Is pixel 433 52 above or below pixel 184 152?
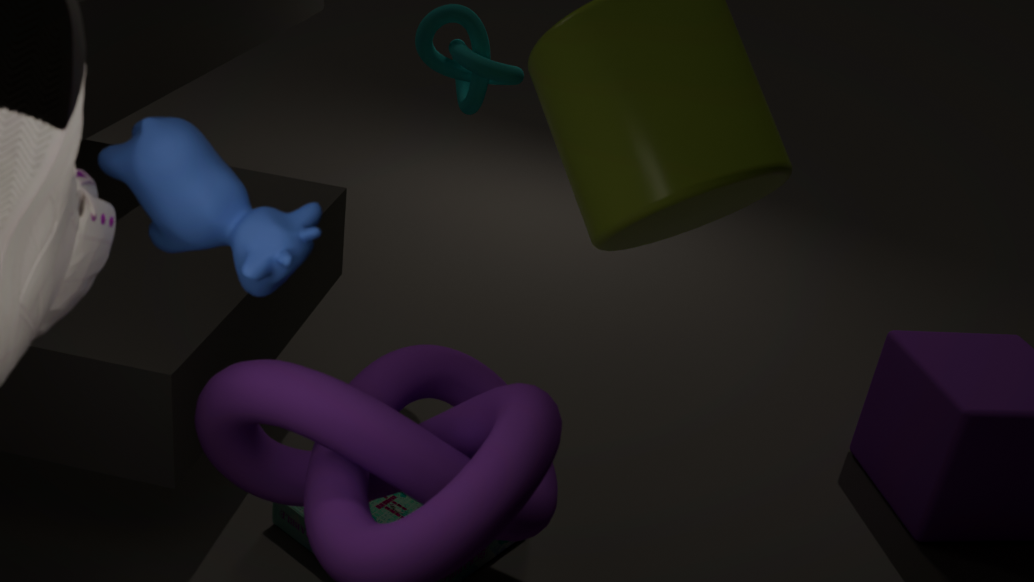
below
